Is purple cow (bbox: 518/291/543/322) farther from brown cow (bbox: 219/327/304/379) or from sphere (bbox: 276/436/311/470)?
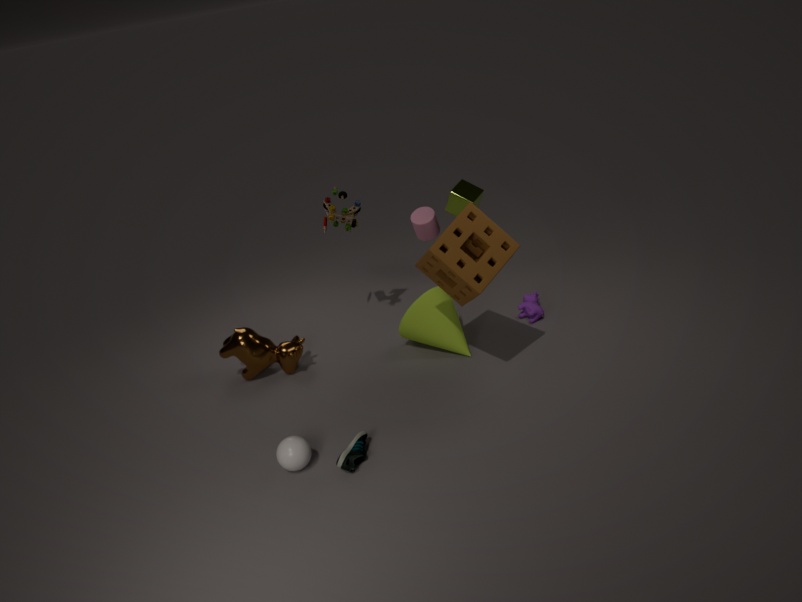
sphere (bbox: 276/436/311/470)
